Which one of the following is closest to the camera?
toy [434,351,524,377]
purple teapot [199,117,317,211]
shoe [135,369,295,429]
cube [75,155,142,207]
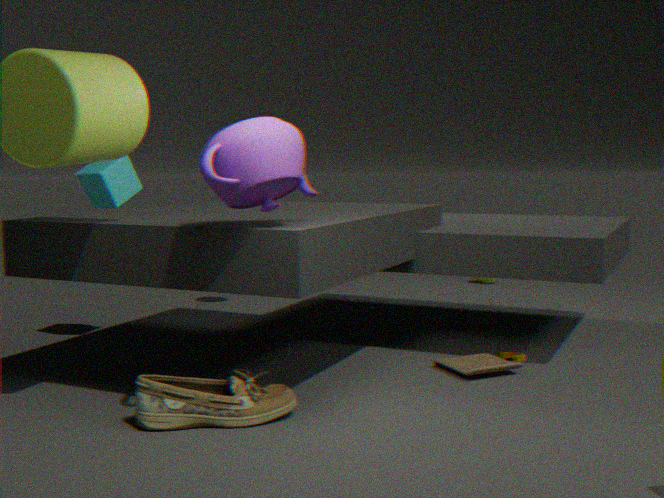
purple teapot [199,117,317,211]
